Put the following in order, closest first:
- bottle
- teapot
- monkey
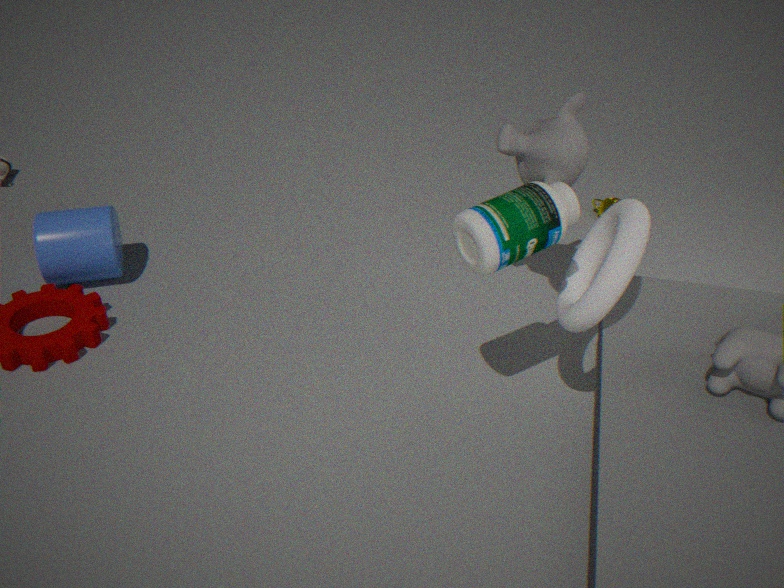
bottle
monkey
teapot
